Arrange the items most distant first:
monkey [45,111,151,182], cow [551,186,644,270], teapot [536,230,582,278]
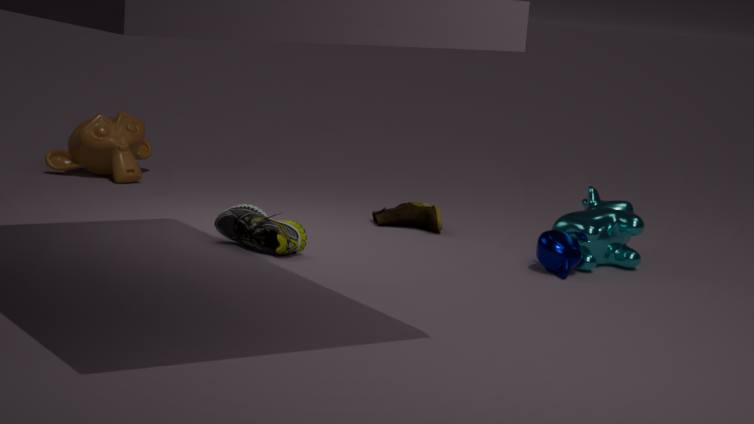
monkey [45,111,151,182] → cow [551,186,644,270] → teapot [536,230,582,278]
